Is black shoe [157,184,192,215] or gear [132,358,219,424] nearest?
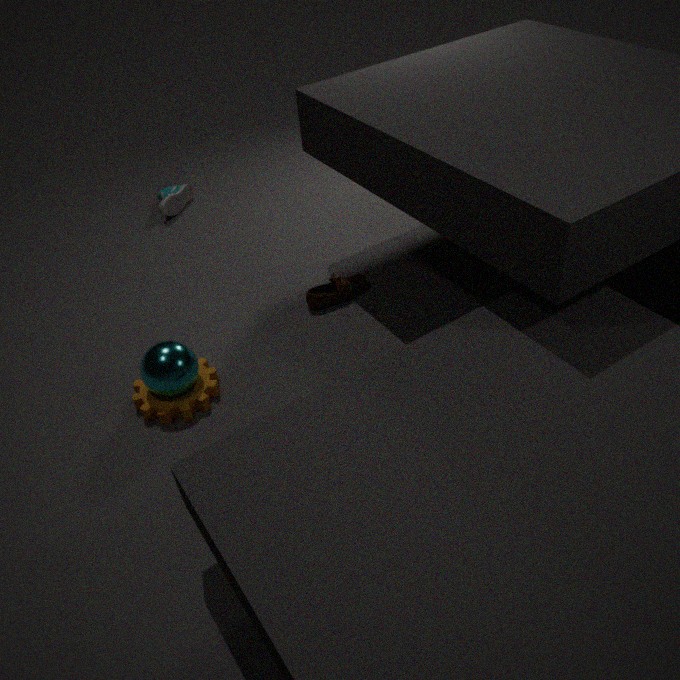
gear [132,358,219,424]
